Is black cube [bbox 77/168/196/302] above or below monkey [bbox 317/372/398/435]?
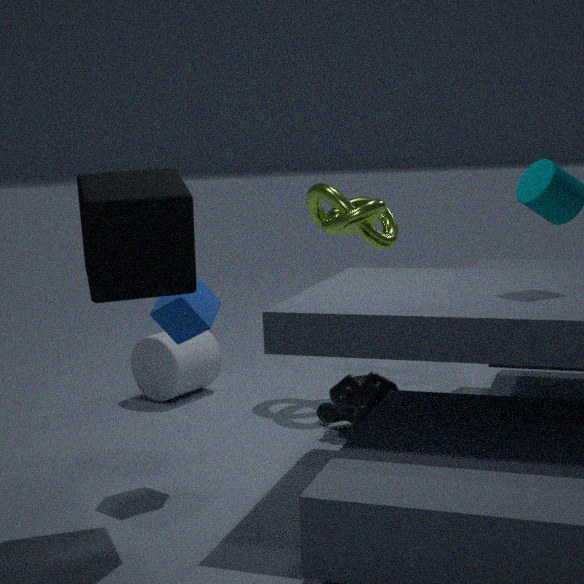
above
